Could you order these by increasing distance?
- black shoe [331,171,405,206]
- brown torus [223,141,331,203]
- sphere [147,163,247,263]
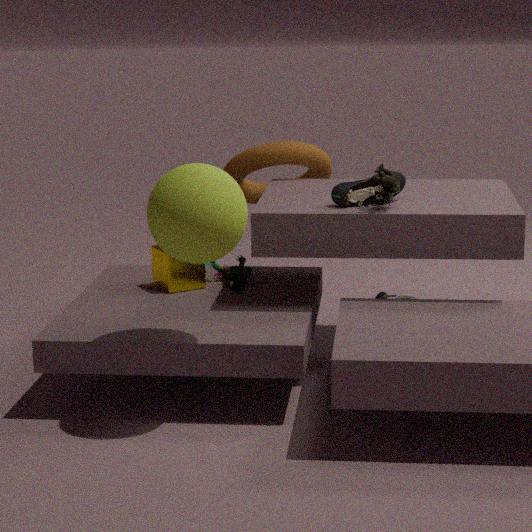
1. sphere [147,163,247,263]
2. black shoe [331,171,405,206]
3. brown torus [223,141,331,203]
